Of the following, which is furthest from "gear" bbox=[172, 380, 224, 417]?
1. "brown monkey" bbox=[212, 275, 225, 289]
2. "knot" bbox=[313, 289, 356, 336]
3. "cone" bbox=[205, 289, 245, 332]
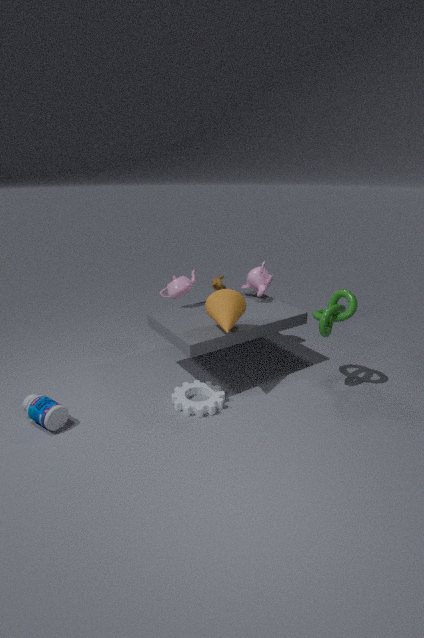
"brown monkey" bbox=[212, 275, 225, 289]
